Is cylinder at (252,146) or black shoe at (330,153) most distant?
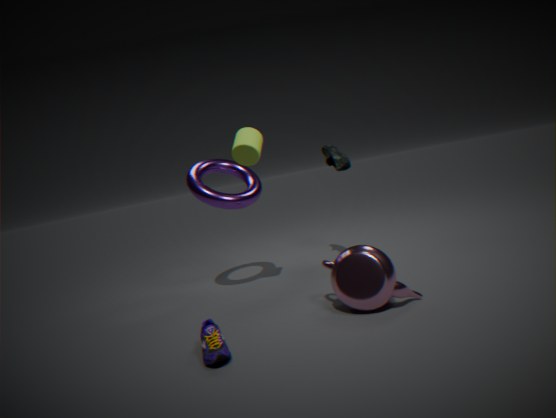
black shoe at (330,153)
